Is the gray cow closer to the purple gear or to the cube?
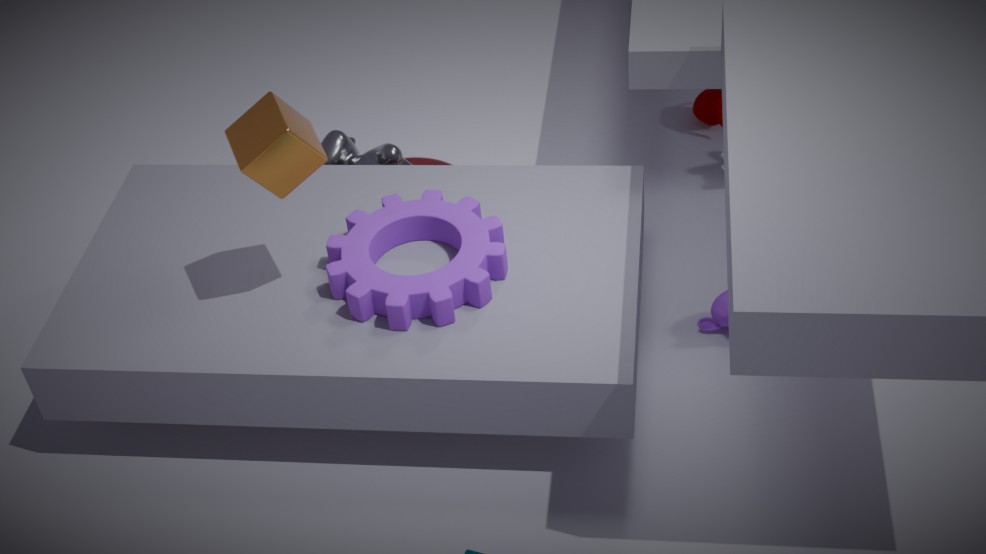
the purple gear
